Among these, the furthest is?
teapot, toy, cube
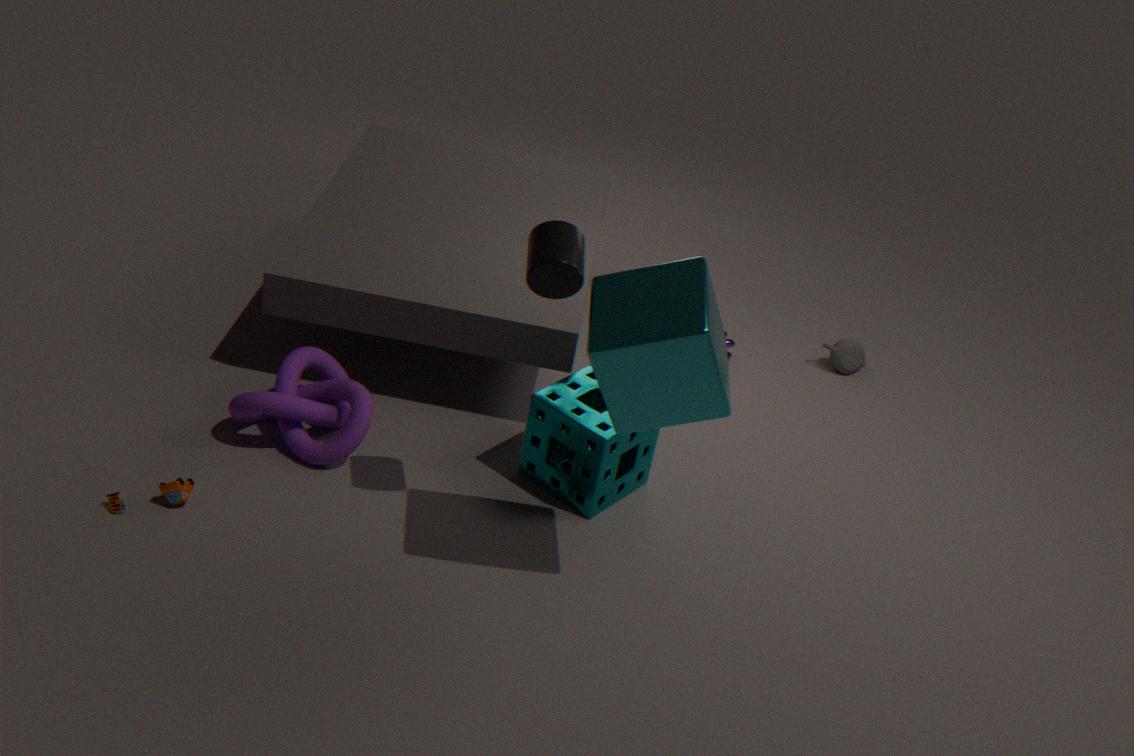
teapot
